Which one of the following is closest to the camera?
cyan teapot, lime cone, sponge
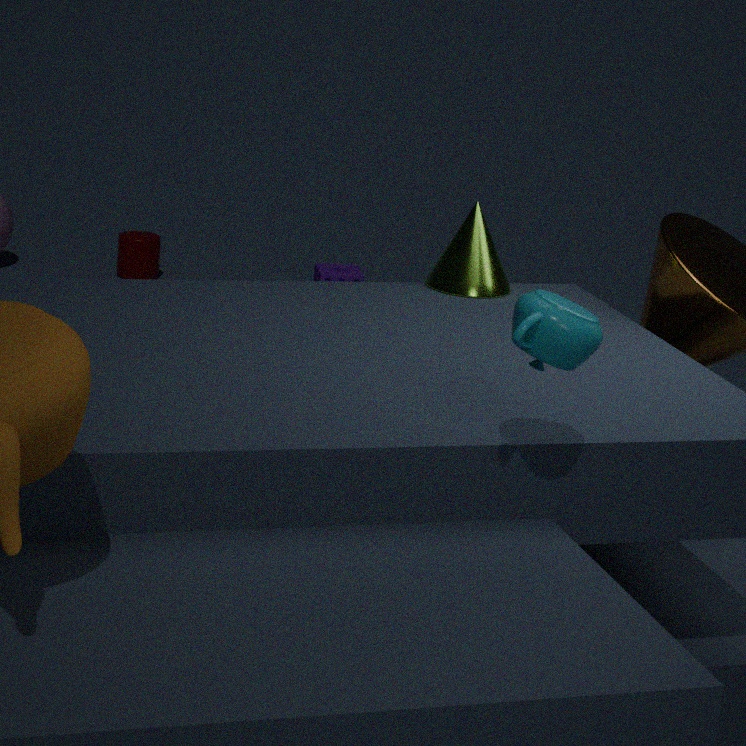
cyan teapot
